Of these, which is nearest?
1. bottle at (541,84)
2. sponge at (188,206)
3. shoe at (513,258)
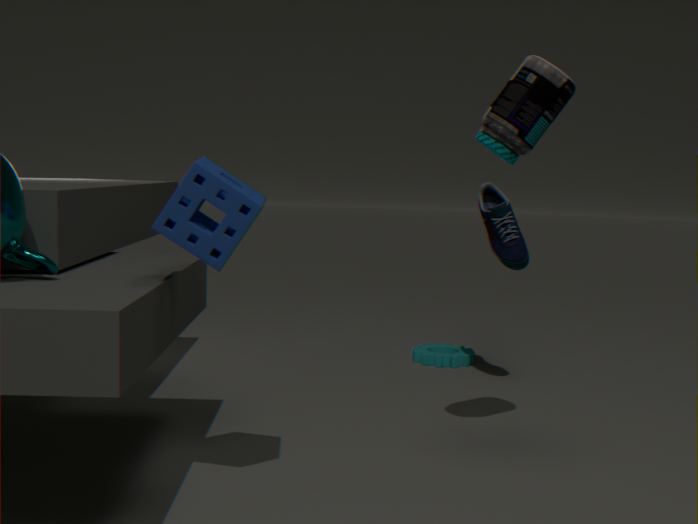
sponge at (188,206)
